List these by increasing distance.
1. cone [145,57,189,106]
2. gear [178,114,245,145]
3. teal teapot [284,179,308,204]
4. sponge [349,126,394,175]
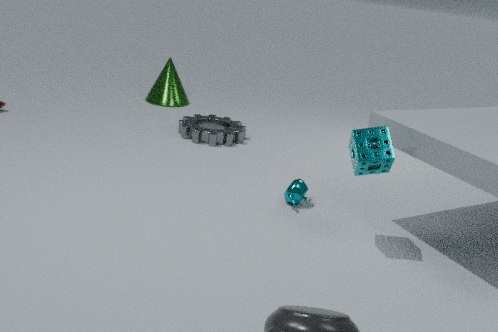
sponge [349,126,394,175] < teal teapot [284,179,308,204] < gear [178,114,245,145] < cone [145,57,189,106]
